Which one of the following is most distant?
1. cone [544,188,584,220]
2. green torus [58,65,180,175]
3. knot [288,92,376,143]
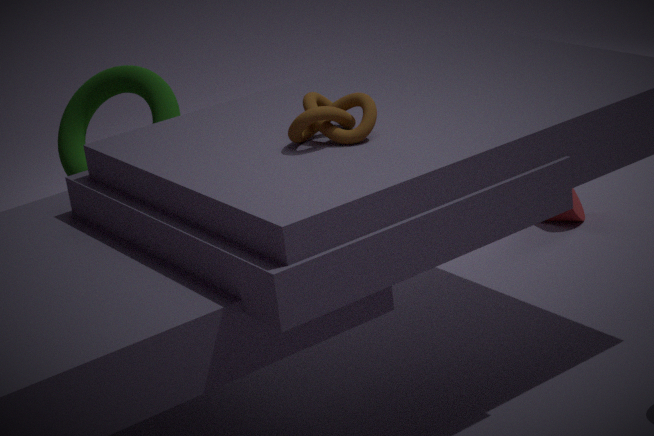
cone [544,188,584,220]
